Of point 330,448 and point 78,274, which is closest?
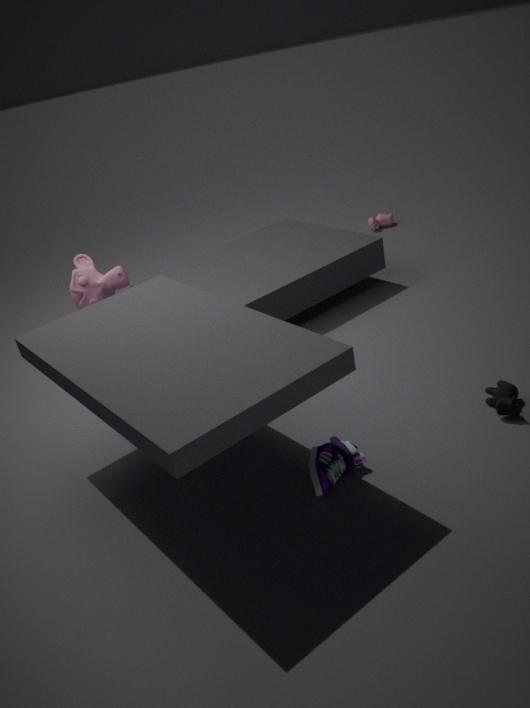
point 330,448
